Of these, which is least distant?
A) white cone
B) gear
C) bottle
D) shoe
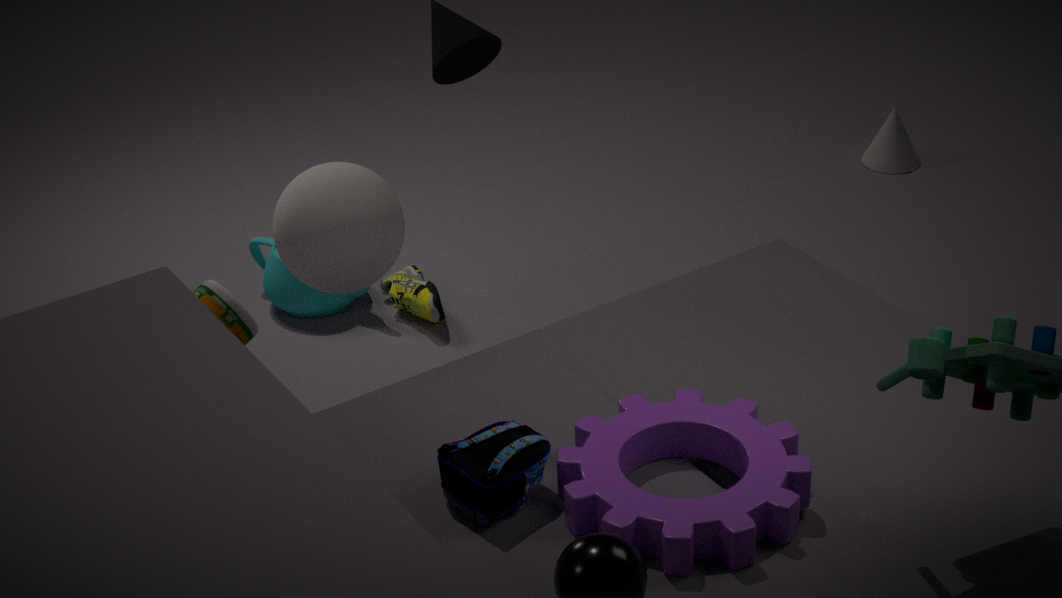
gear
